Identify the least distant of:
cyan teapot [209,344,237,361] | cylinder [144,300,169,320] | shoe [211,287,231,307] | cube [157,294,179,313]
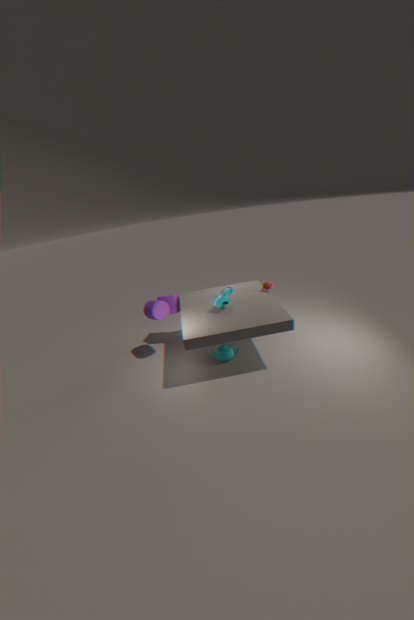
shoe [211,287,231,307]
